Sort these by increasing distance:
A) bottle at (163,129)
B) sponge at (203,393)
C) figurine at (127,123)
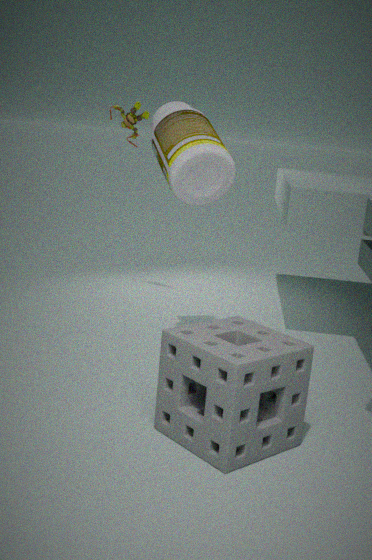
1. sponge at (203,393)
2. bottle at (163,129)
3. figurine at (127,123)
